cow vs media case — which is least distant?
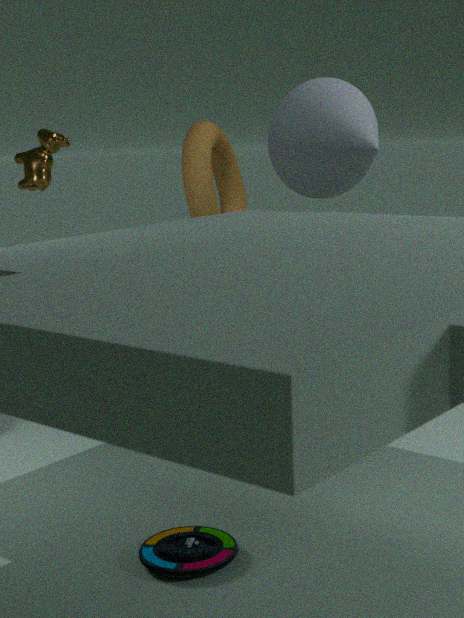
media case
